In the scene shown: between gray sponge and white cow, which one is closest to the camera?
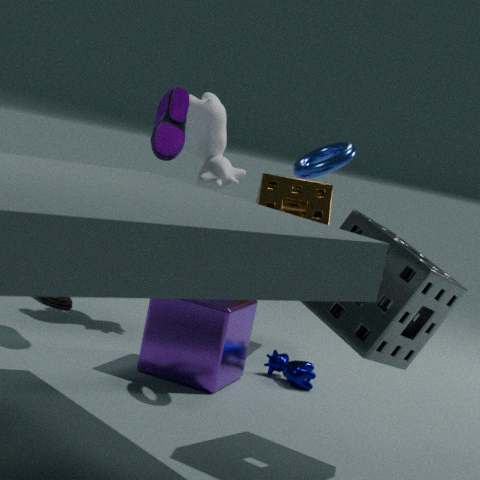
gray sponge
